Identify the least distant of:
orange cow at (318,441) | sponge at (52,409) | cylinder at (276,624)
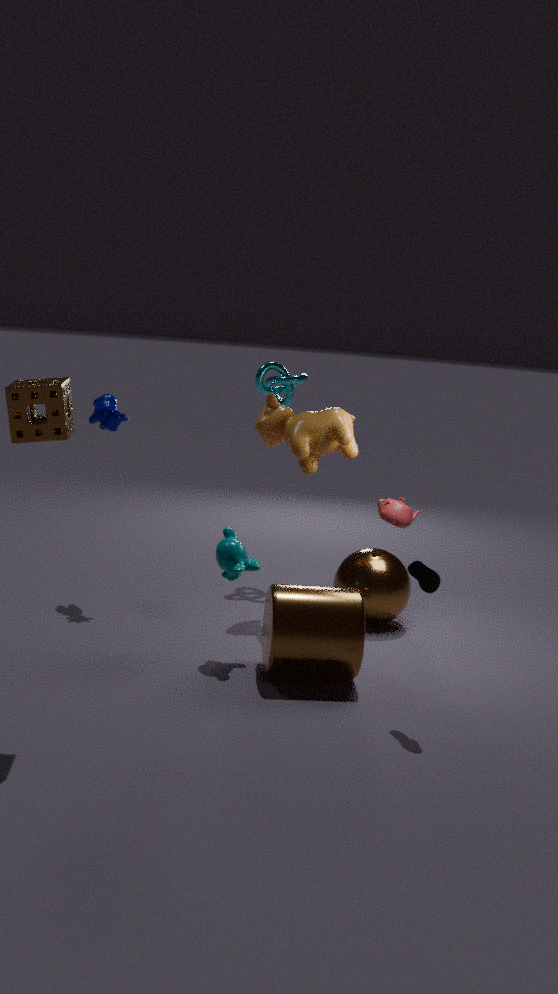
sponge at (52,409)
